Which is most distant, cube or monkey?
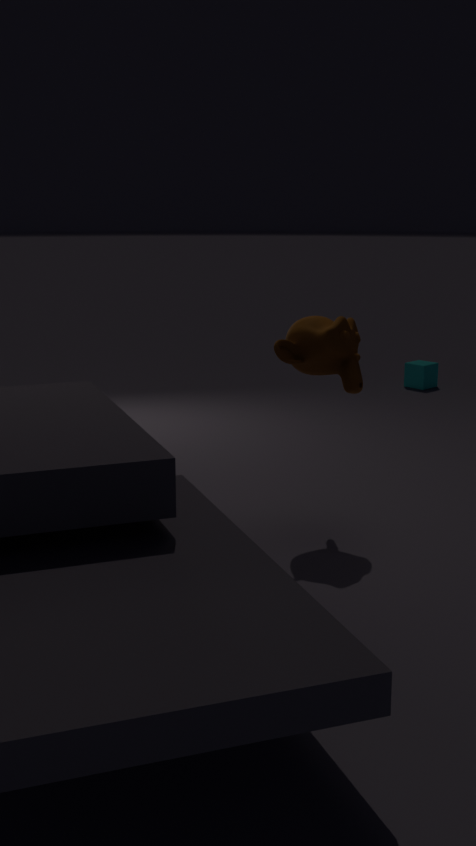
cube
